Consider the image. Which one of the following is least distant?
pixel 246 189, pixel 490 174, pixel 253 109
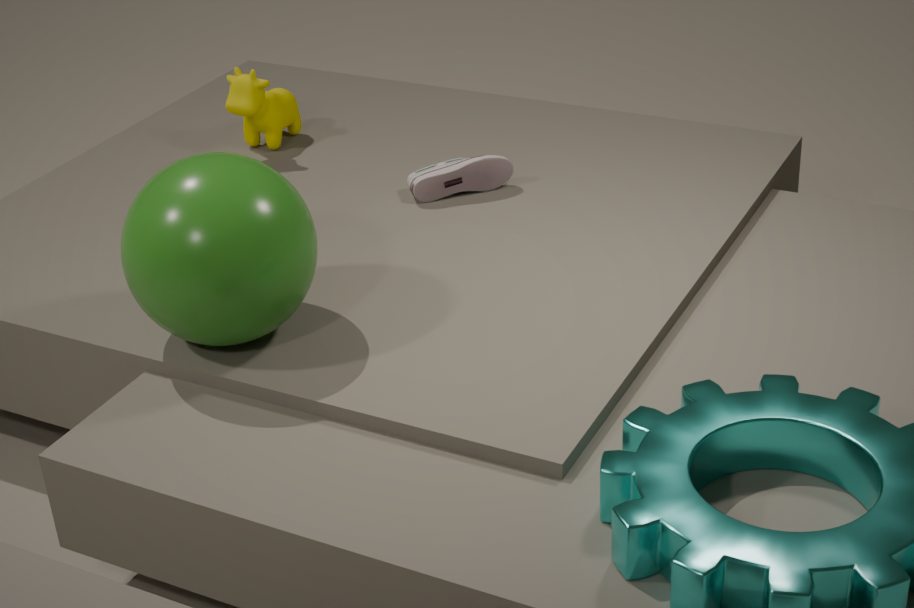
pixel 246 189
